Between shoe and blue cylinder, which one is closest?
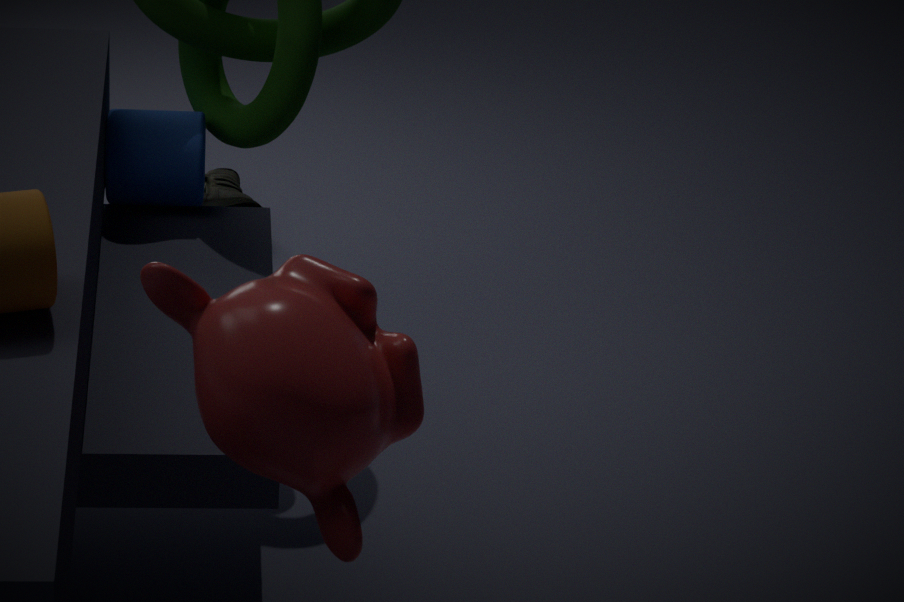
blue cylinder
